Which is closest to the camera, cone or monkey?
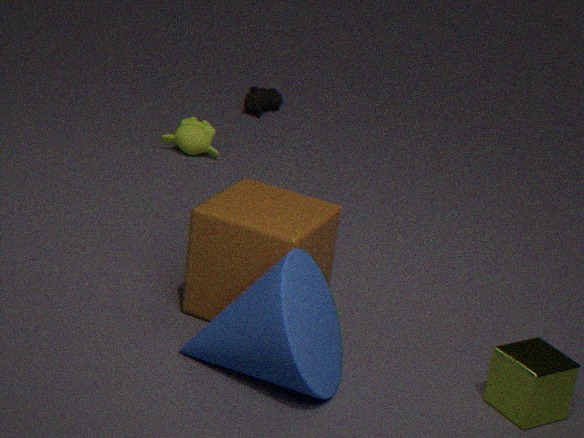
cone
